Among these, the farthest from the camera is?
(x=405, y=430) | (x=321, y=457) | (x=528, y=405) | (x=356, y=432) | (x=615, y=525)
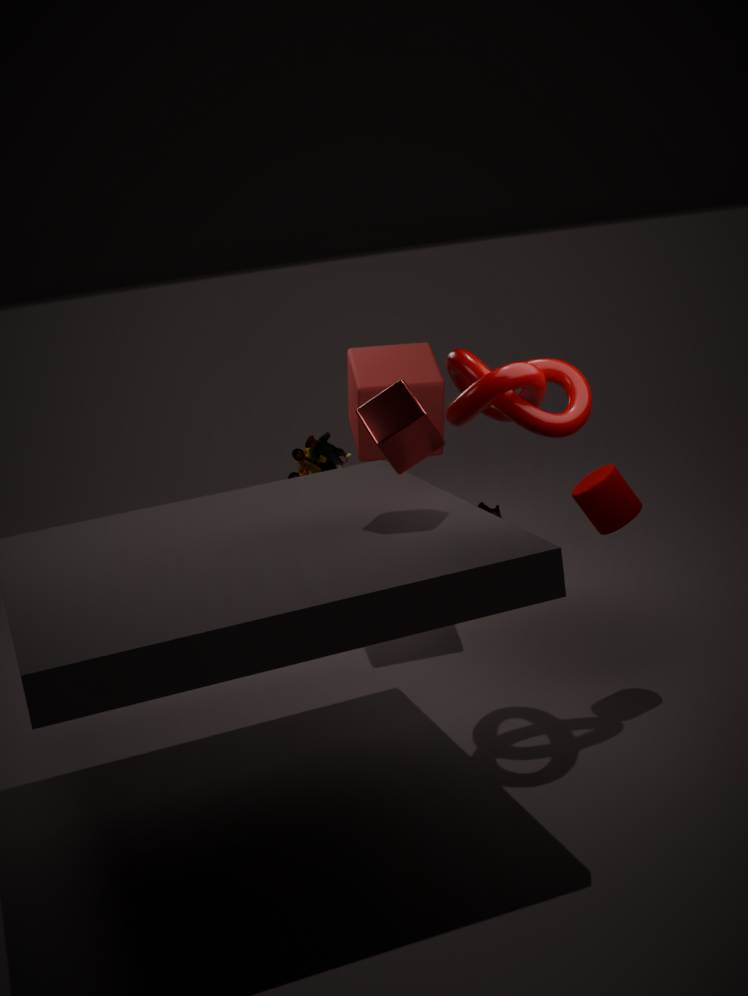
(x=321, y=457)
